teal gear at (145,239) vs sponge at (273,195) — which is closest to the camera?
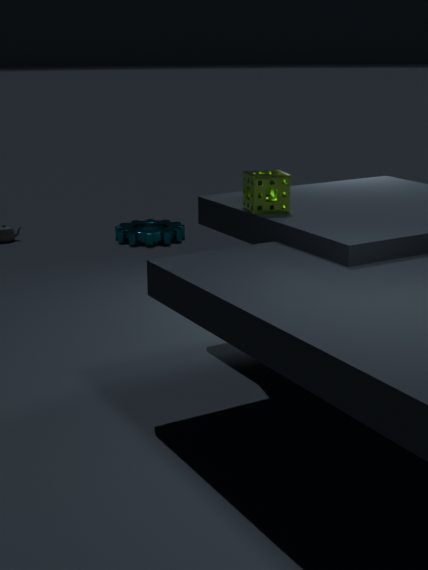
sponge at (273,195)
